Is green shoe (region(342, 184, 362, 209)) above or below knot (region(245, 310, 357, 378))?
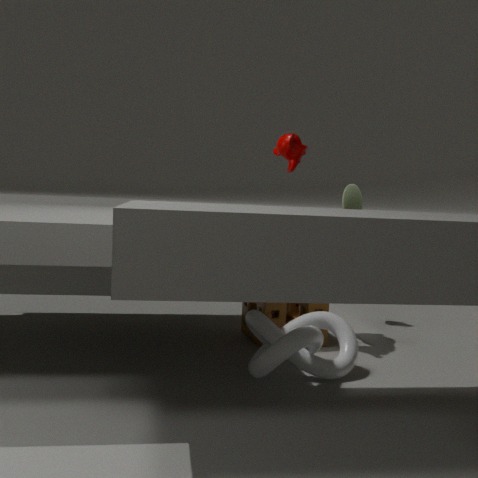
above
